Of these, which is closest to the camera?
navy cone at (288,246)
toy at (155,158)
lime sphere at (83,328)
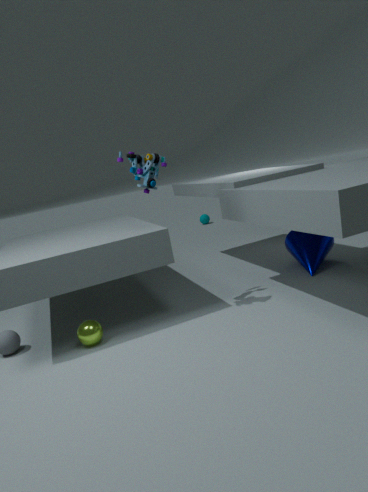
toy at (155,158)
